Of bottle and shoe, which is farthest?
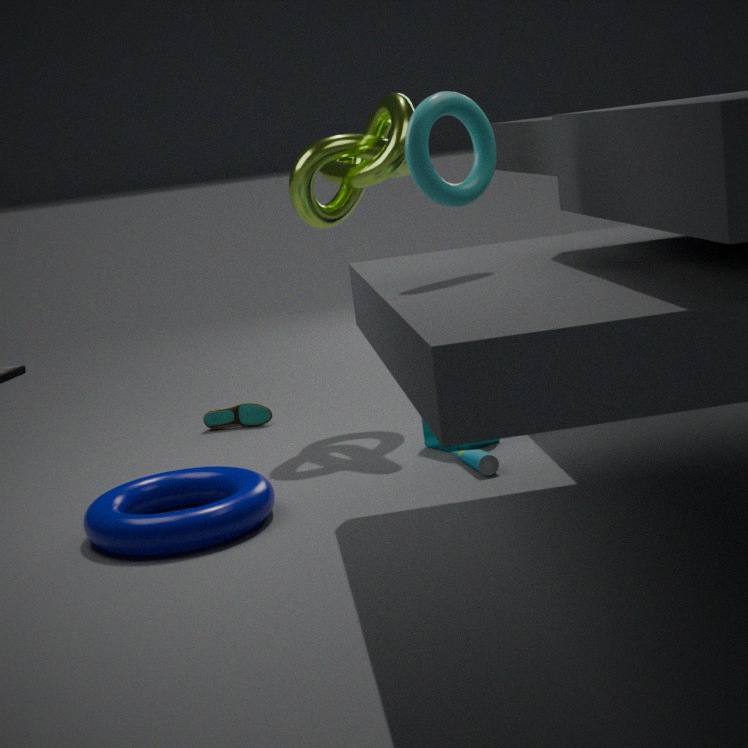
shoe
